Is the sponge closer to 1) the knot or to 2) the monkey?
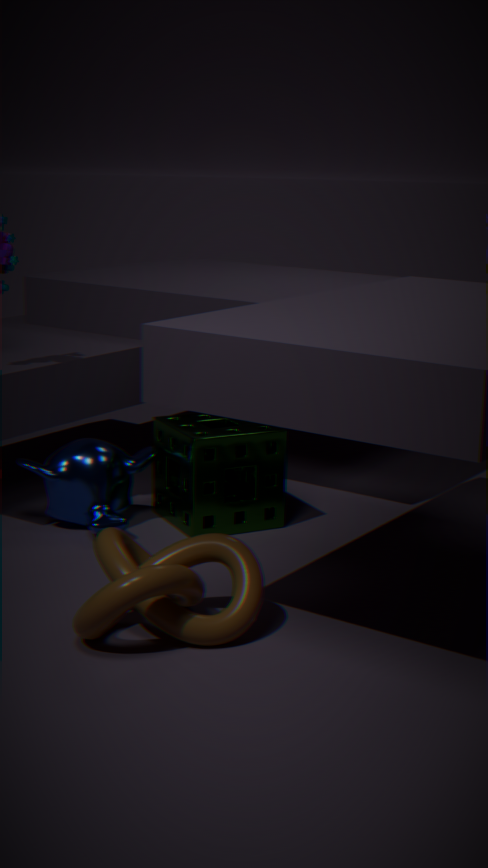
2) the monkey
